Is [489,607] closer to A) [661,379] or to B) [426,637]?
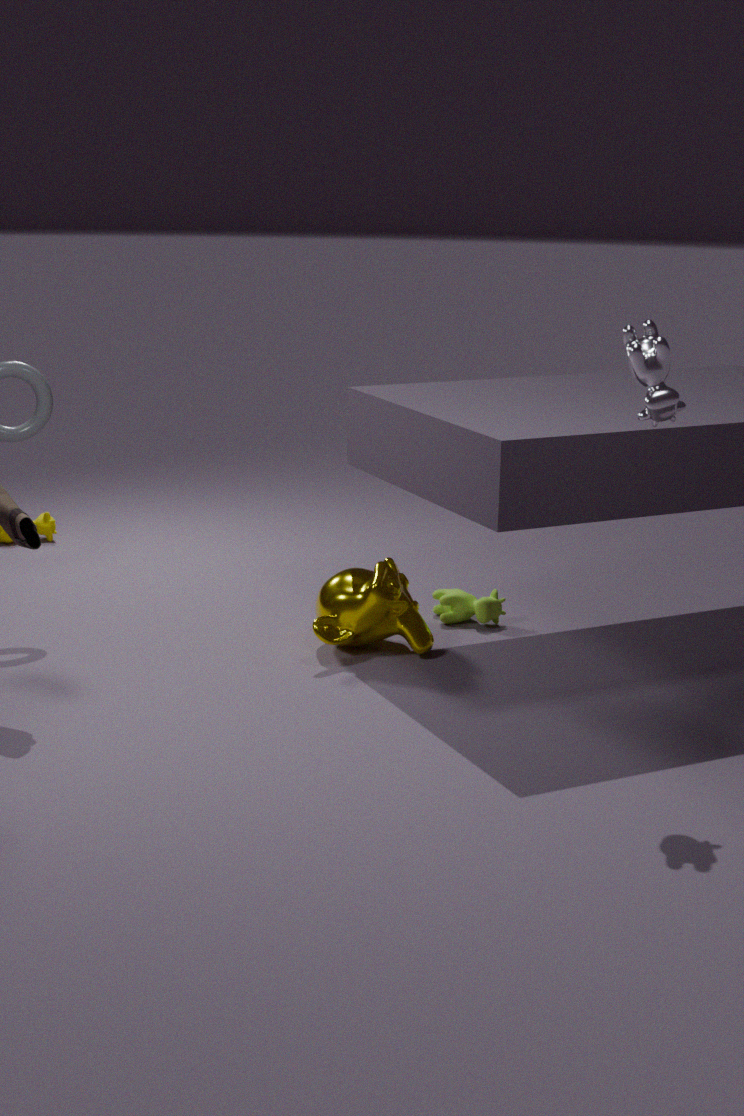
B) [426,637]
